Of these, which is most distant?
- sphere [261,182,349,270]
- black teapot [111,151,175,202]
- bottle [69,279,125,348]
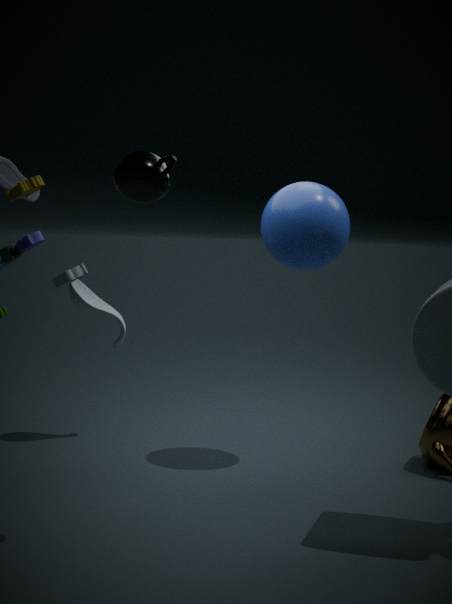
bottle [69,279,125,348]
